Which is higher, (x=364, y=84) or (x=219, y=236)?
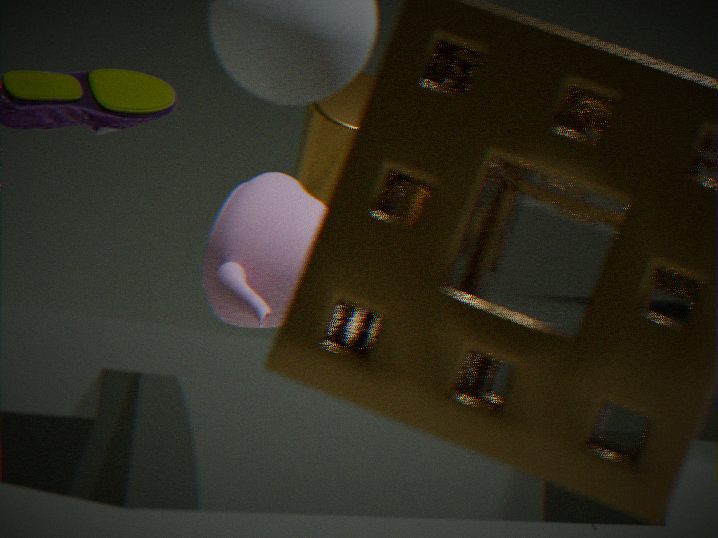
(x=364, y=84)
